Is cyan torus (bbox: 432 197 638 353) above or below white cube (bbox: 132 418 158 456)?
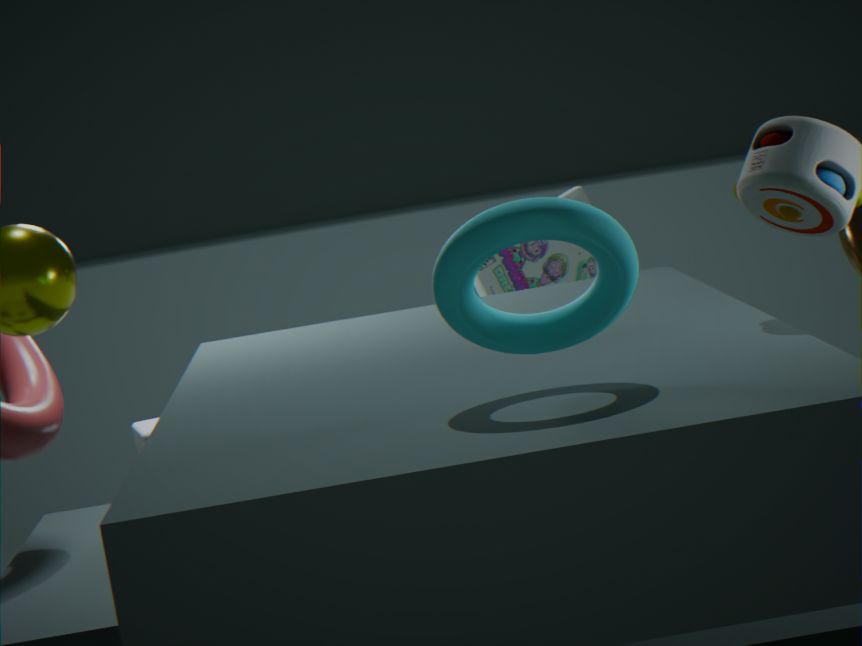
above
